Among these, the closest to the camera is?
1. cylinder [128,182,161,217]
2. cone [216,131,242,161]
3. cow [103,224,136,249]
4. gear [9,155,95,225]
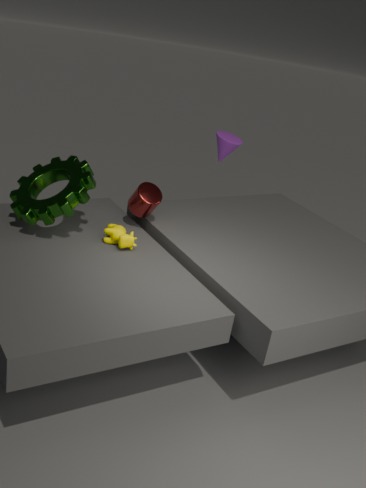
gear [9,155,95,225]
